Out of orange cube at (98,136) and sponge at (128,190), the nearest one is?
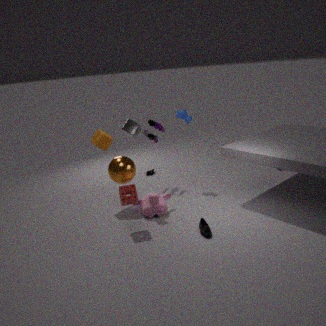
sponge at (128,190)
